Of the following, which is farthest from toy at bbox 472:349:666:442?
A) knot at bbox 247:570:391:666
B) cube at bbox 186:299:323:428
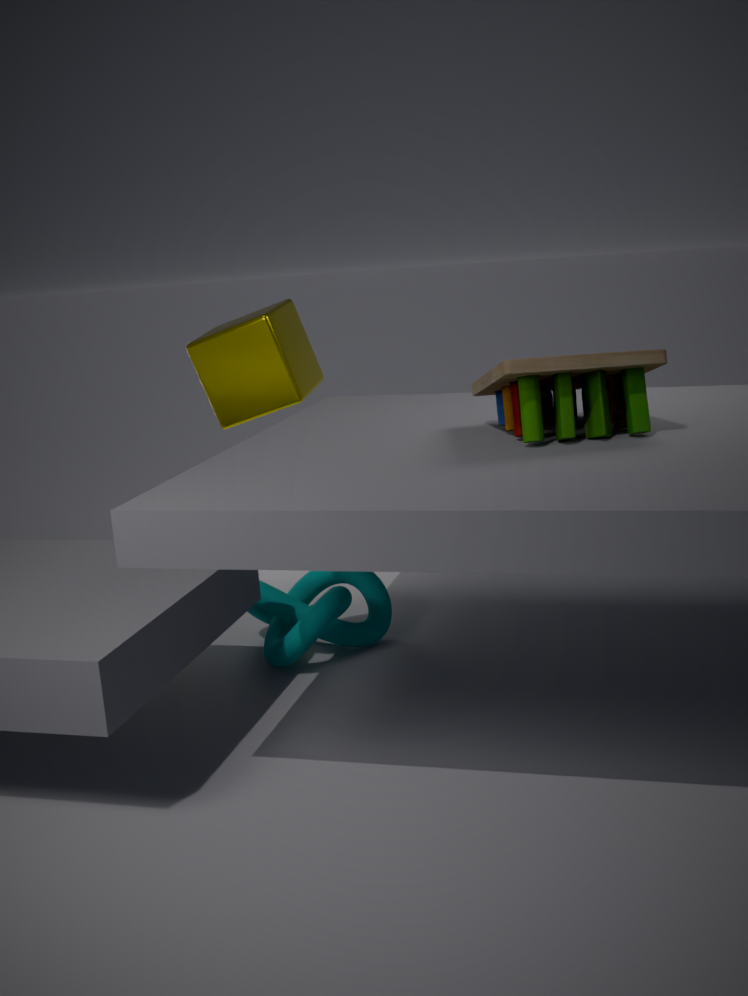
cube at bbox 186:299:323:428
